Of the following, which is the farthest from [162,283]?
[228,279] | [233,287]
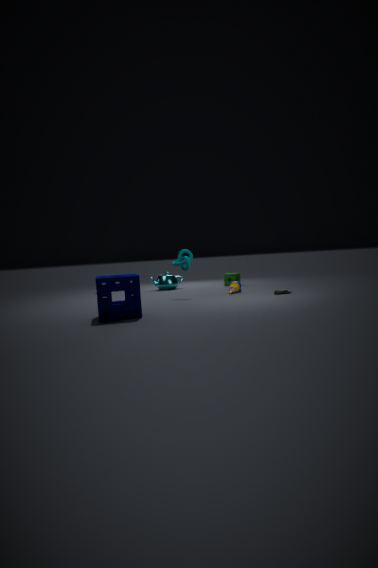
[233,287]
